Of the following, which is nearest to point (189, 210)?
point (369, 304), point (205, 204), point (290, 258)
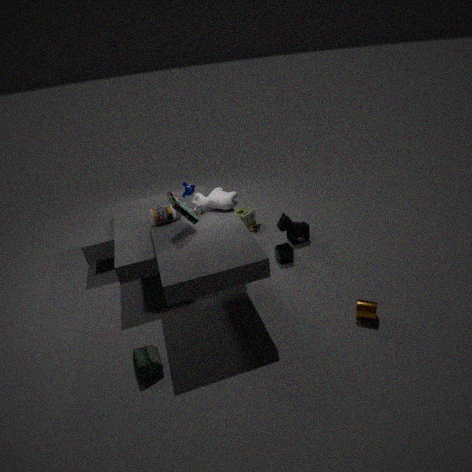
point (205, 204)
